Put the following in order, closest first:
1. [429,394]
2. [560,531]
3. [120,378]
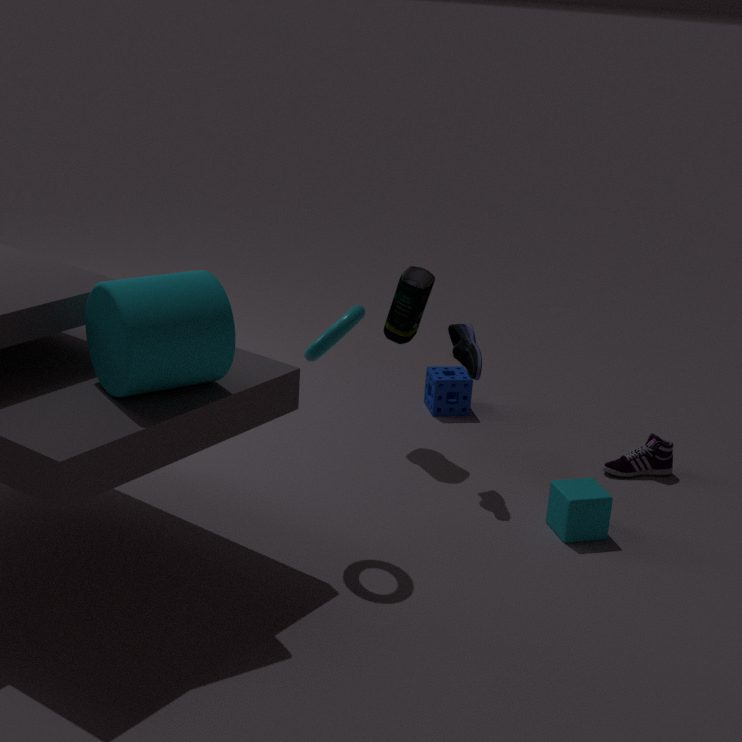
[120,378] → [560,531] → [429,394]
